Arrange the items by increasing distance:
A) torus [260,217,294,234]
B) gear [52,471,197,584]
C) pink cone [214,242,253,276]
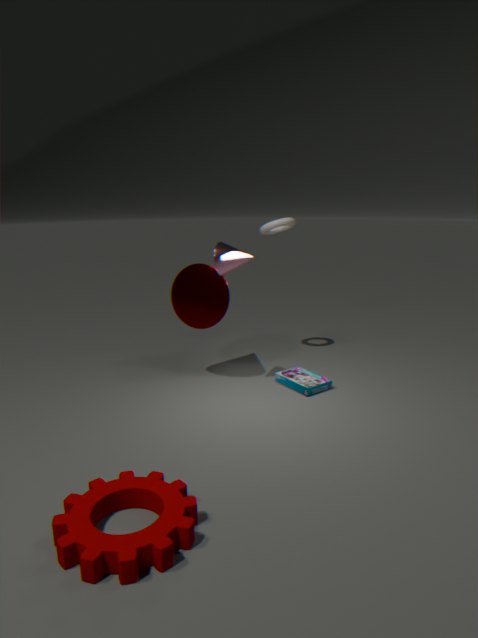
gear [52,471,197,584]
pink cone [214,242,253,276]
torus [260,217,294,234]
